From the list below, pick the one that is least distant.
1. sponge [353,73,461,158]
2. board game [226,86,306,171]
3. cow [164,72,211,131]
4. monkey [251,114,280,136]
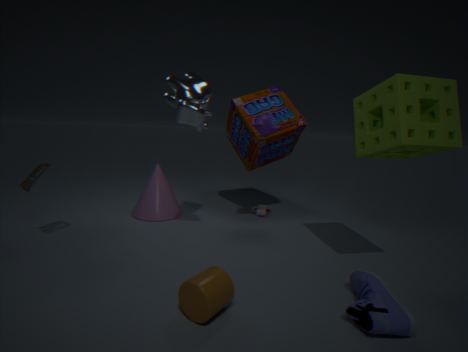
sponge [353,73,461,158]
